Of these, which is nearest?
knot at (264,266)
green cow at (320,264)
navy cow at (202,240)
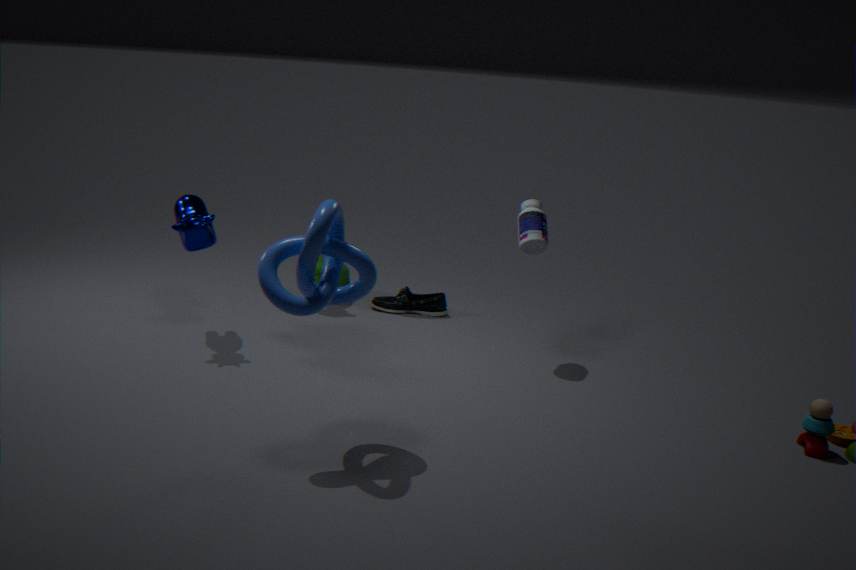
knot at (264,266)
